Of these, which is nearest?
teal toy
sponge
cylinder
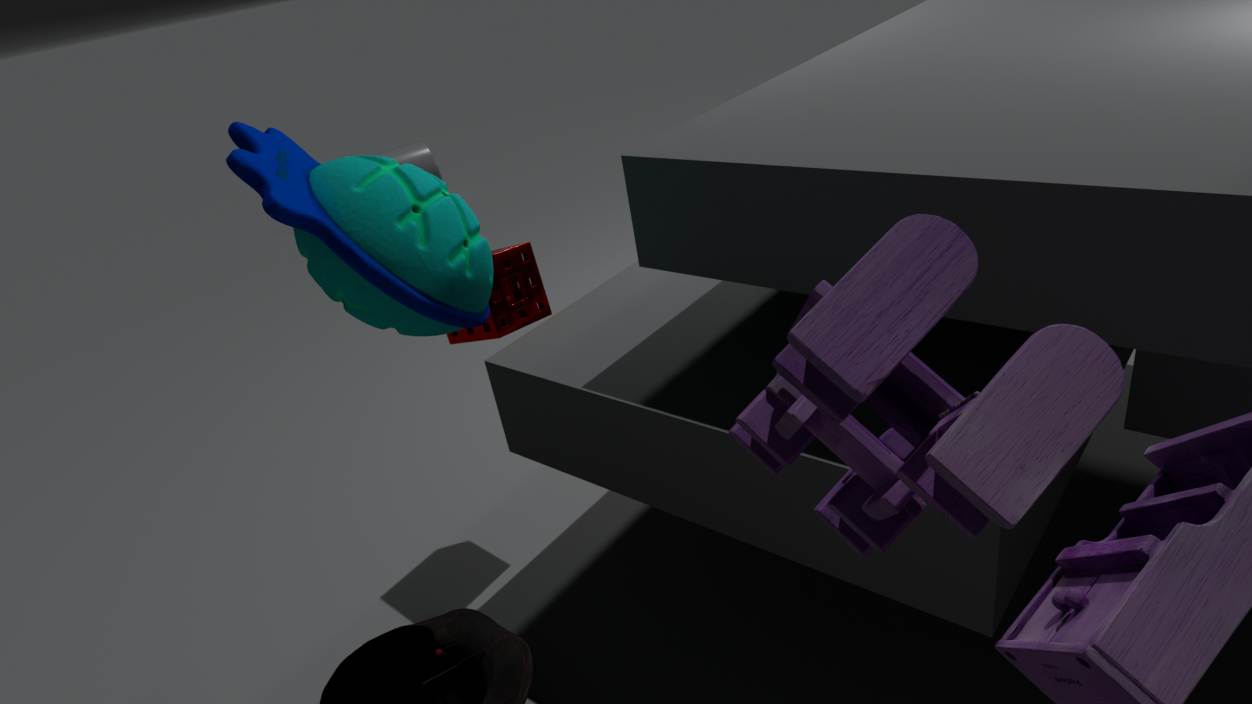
teal toy
